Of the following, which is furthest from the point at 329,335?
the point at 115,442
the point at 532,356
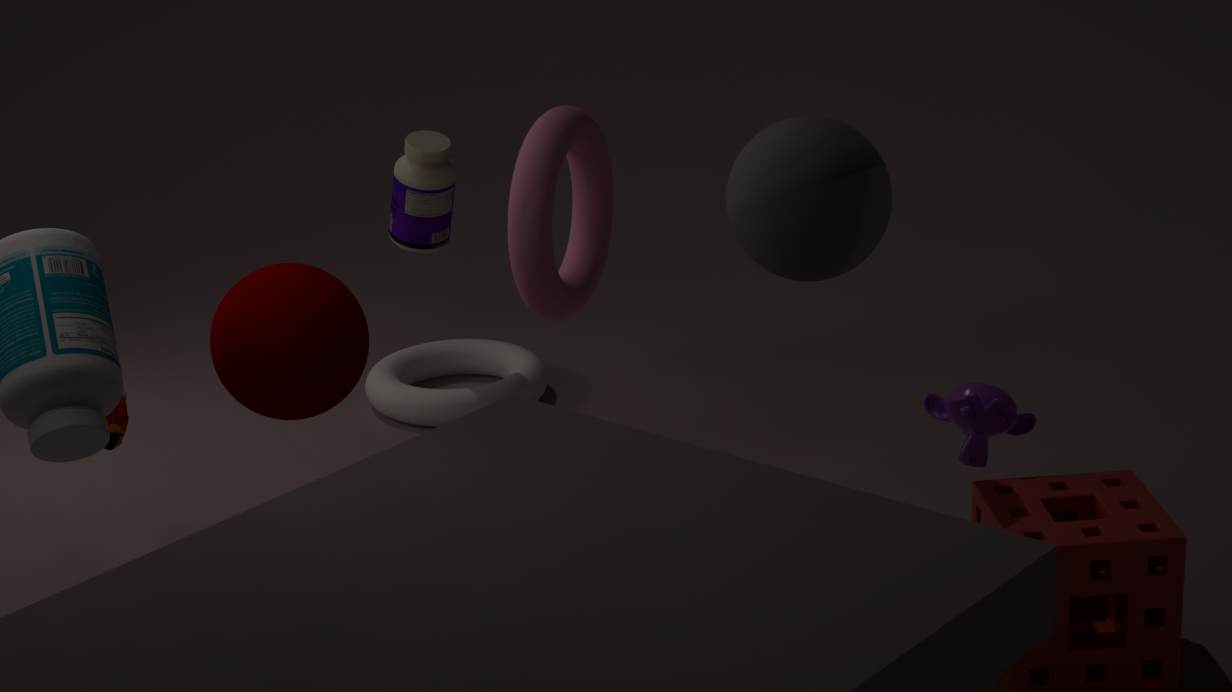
the point at 532,356
